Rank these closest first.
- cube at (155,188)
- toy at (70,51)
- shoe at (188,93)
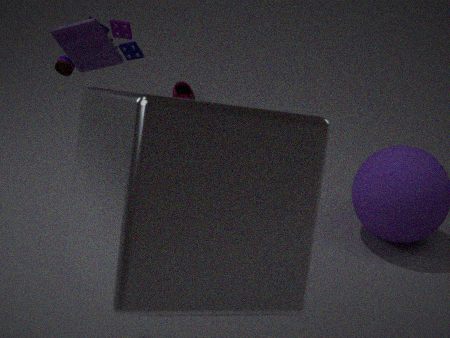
cube at (155,188), toy at (70,51), shoe at (188,93)
